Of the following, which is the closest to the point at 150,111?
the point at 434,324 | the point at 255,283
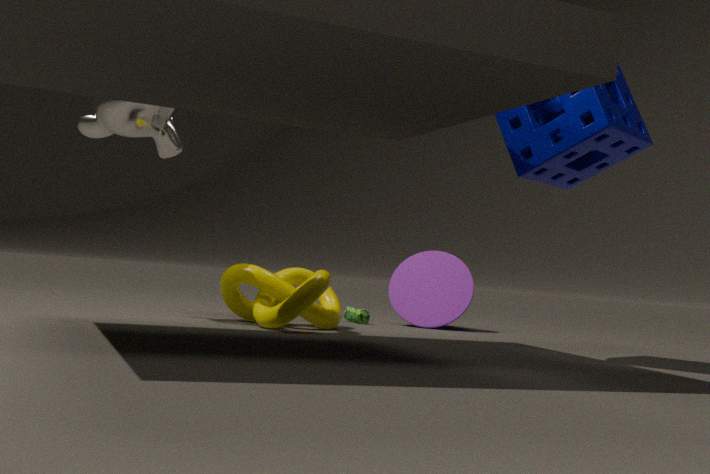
the point at 255,283
